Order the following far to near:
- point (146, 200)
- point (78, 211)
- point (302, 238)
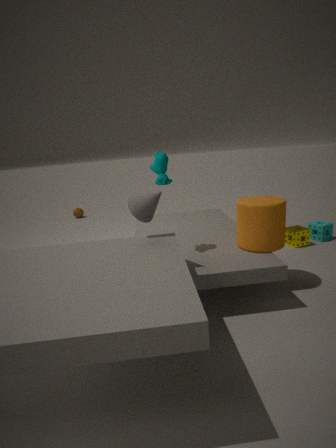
point (78, 211)
point (302, 238)
point (146, 200)
